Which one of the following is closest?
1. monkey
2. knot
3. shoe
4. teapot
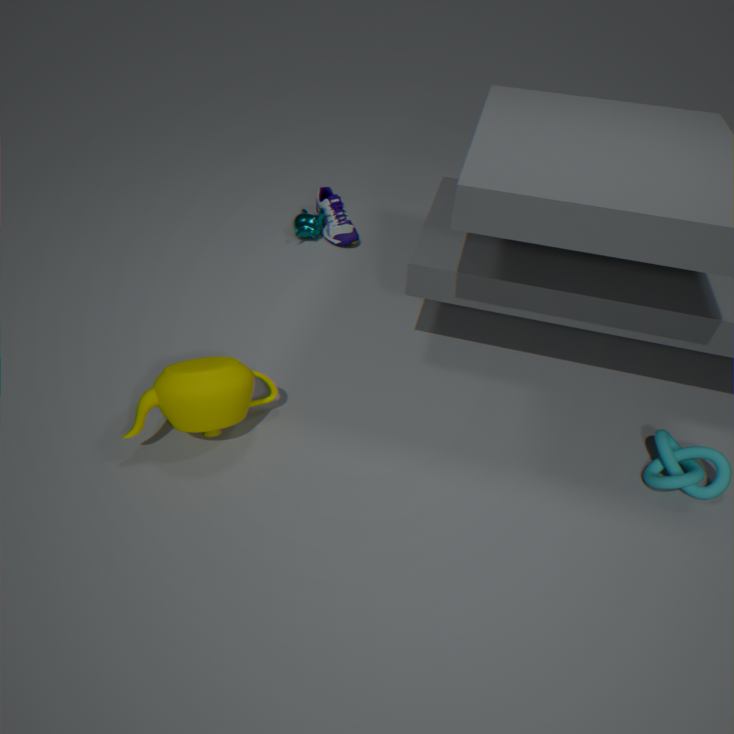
teapot
